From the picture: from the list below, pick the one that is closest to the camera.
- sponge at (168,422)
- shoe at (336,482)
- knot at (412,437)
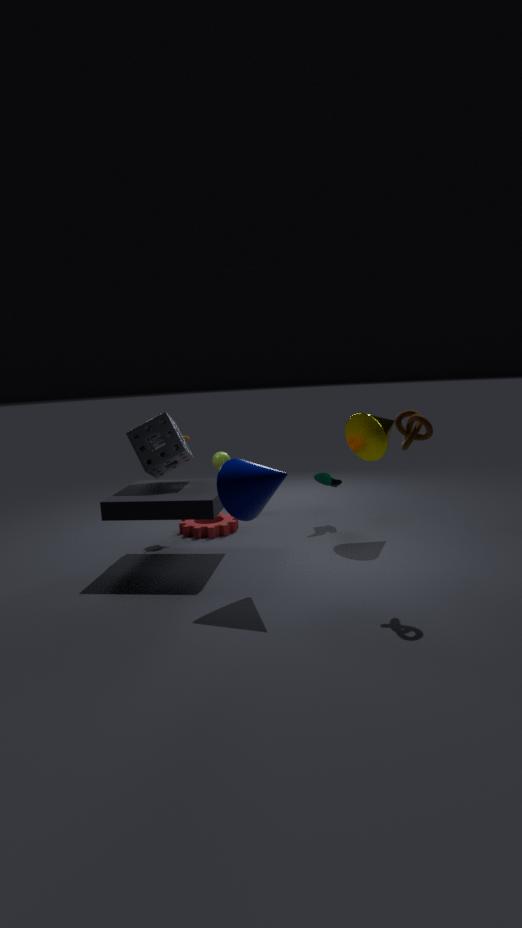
knot at (412,437)
